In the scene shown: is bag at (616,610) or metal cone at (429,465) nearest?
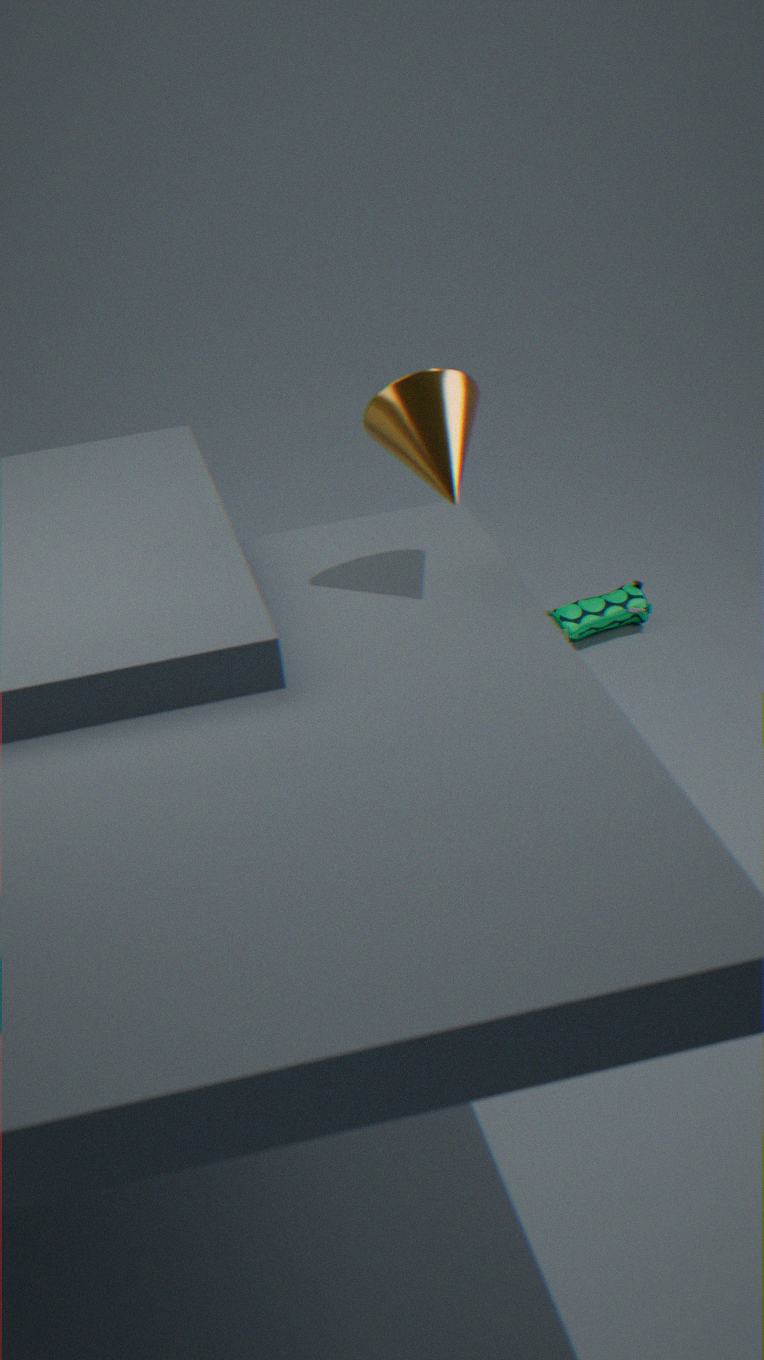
metal cone at (429,465)
